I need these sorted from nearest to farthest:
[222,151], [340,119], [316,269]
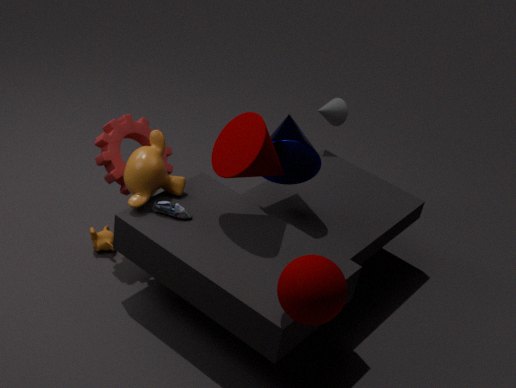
1. [316,269]
2. [222,151]
3. [340,119]
